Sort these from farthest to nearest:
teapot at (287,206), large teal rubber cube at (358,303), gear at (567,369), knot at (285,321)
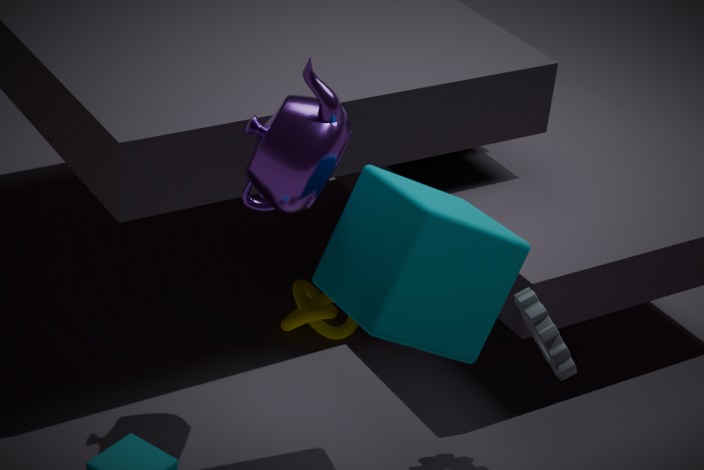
knot at (285,321), gear at (567,369), teapot at (287,206), large teal rubber cube at (358,303)
